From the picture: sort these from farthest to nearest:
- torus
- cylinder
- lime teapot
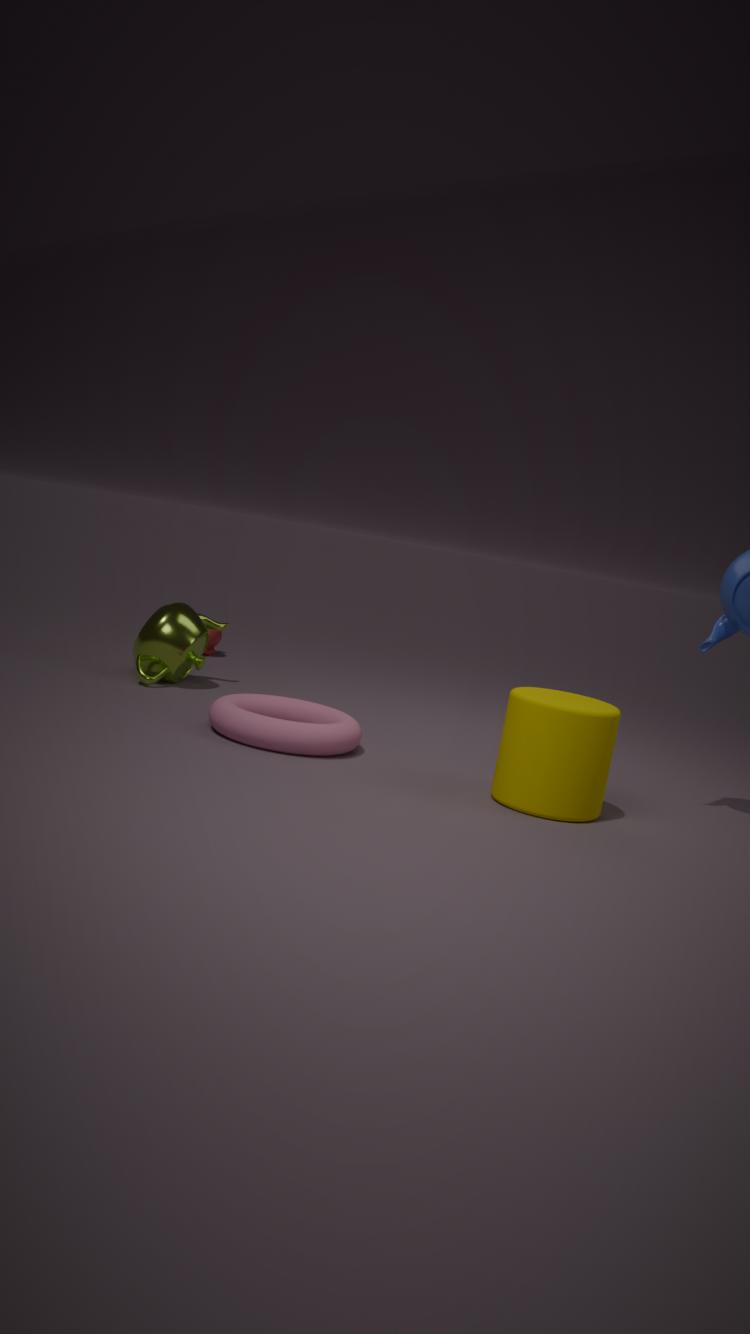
lime teapot
torus
cylinder
